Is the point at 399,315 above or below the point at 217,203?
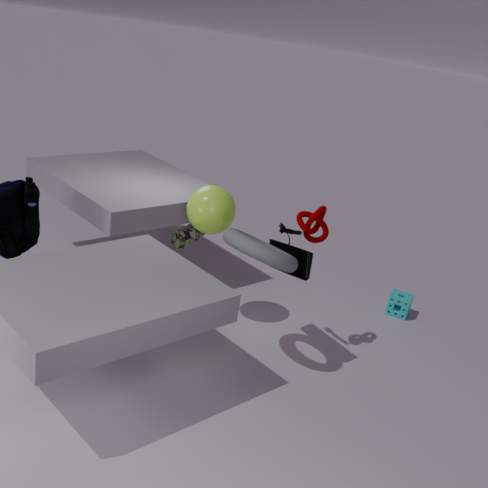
below
